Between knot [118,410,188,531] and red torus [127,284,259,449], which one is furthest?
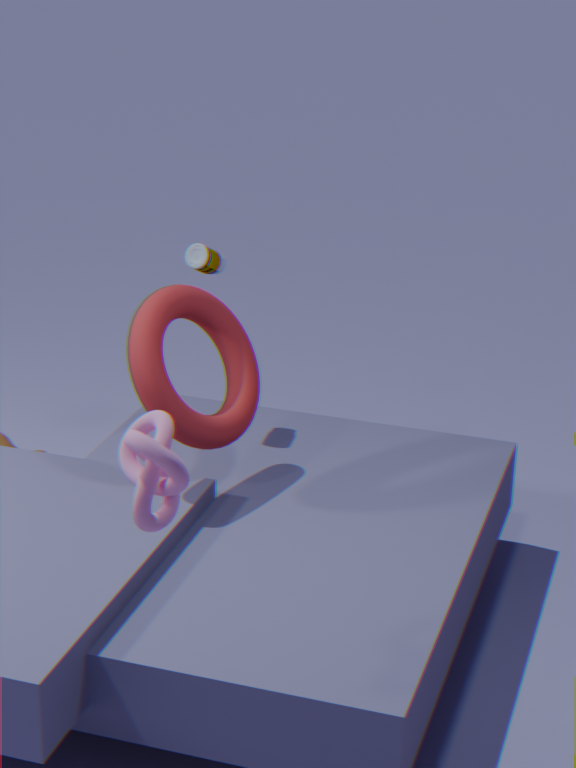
red torus [127,284,259,449]
